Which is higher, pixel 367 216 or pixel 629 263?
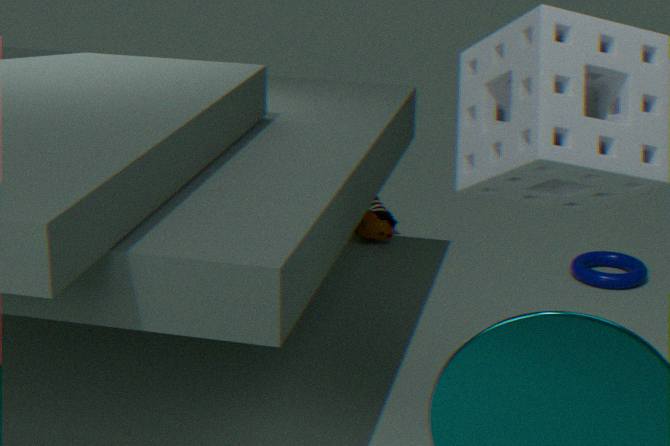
pixel 367 216
